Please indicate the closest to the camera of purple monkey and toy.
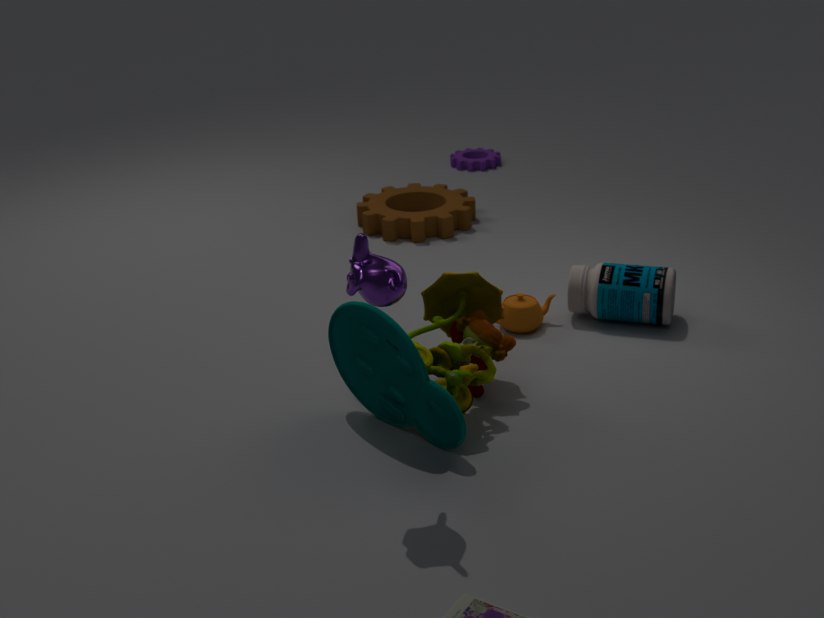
purple monkey
